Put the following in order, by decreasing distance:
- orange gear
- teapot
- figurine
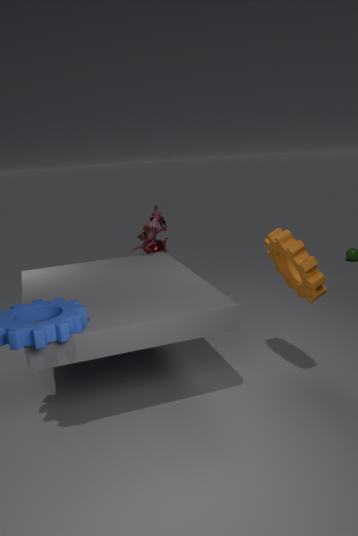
teapot → figurine → orange gear
